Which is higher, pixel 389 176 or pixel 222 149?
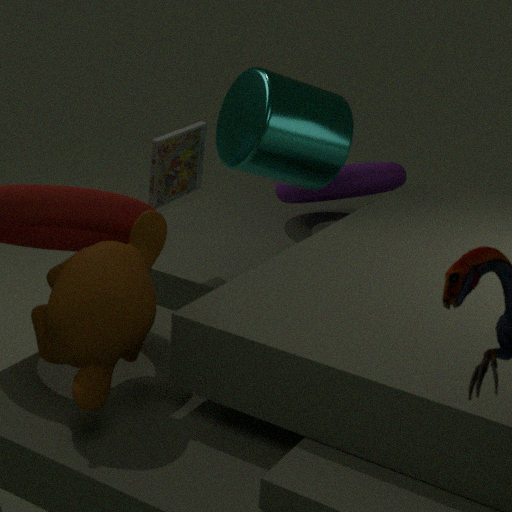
pixel 222 149
